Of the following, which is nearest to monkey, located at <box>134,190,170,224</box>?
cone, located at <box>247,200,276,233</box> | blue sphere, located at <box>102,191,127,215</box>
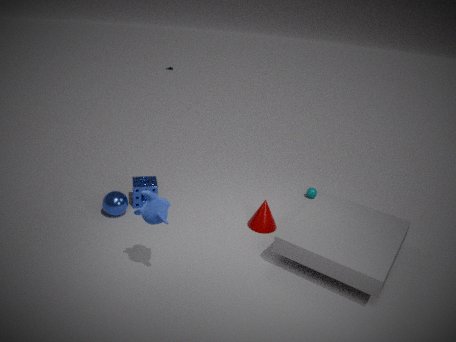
blue sphere, located at <box>102,191,127,215</box>
